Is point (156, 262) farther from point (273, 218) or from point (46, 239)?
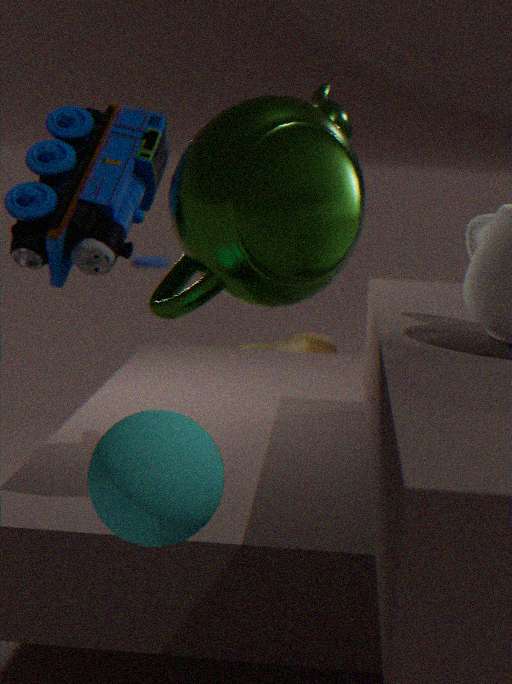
point (273, 218)
